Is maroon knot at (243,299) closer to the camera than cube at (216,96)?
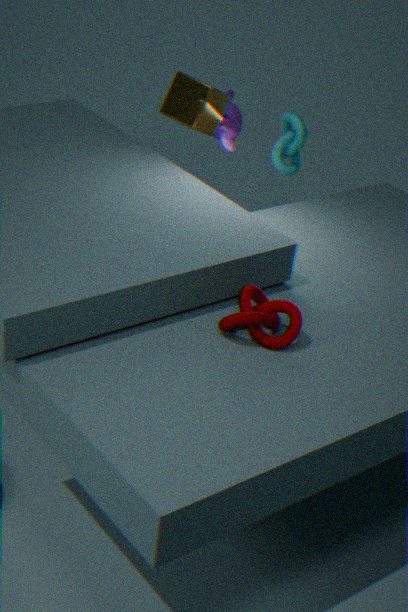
Yes
